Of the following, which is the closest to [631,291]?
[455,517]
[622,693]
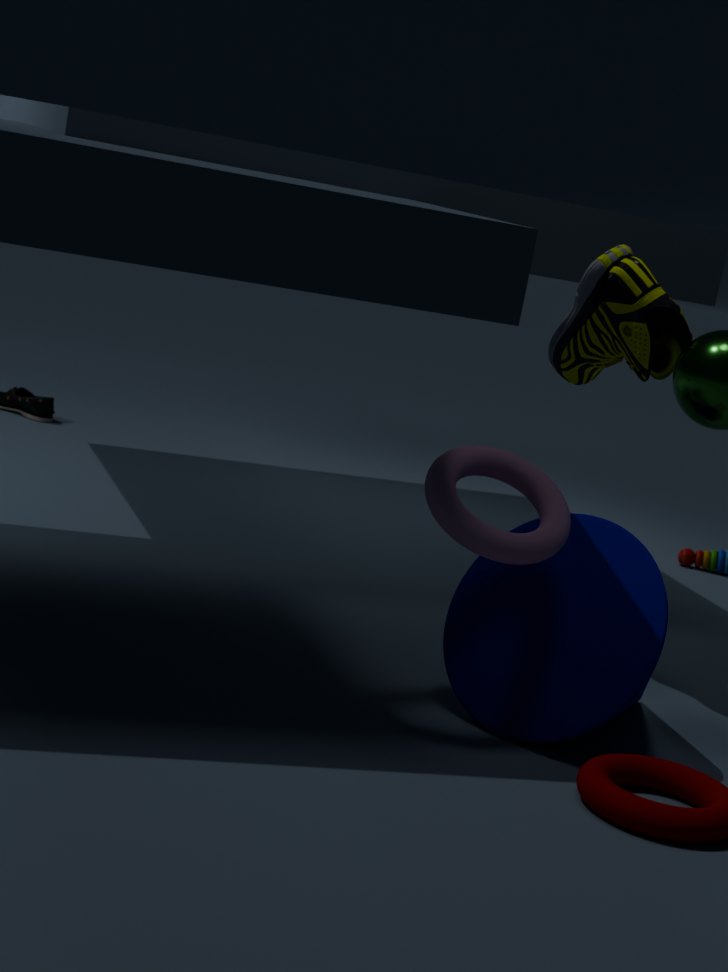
[455,517]
